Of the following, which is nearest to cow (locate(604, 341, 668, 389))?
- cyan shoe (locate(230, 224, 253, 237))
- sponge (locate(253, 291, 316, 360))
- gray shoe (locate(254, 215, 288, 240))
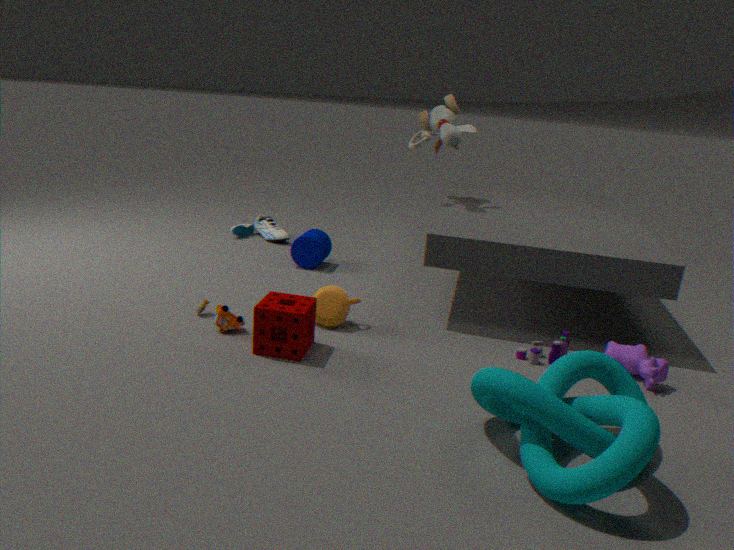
sponge (locate(253, 291, 316, 360))
